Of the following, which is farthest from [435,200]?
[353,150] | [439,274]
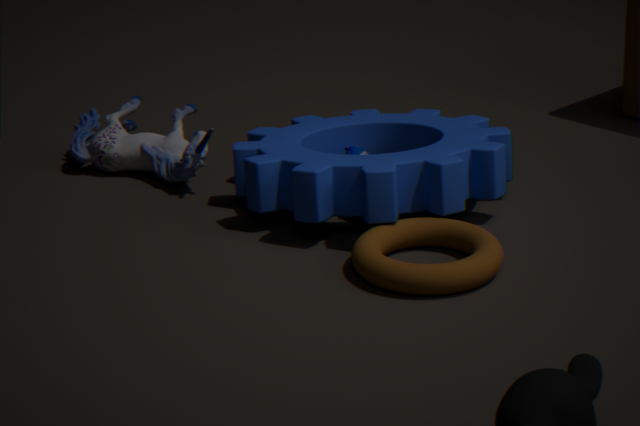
[439,274]
